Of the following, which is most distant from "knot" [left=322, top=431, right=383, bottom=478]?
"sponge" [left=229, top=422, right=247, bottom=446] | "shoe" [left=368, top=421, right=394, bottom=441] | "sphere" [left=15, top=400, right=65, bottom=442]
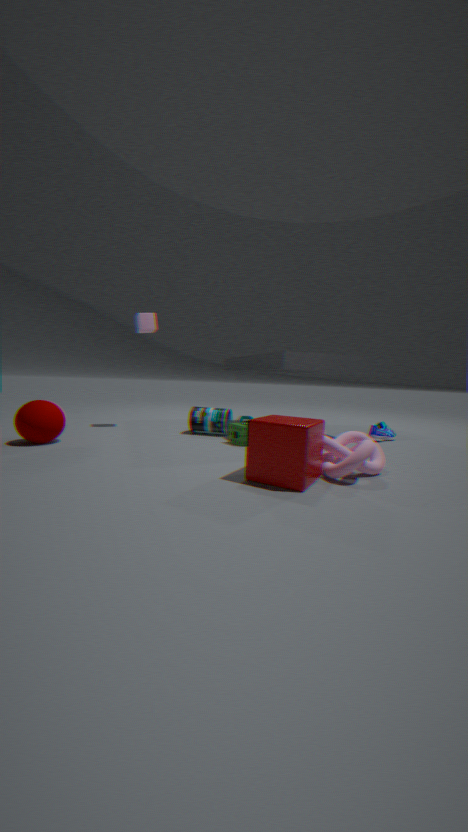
"sphere" [left=15, top=400, right=65, bottom=442]
